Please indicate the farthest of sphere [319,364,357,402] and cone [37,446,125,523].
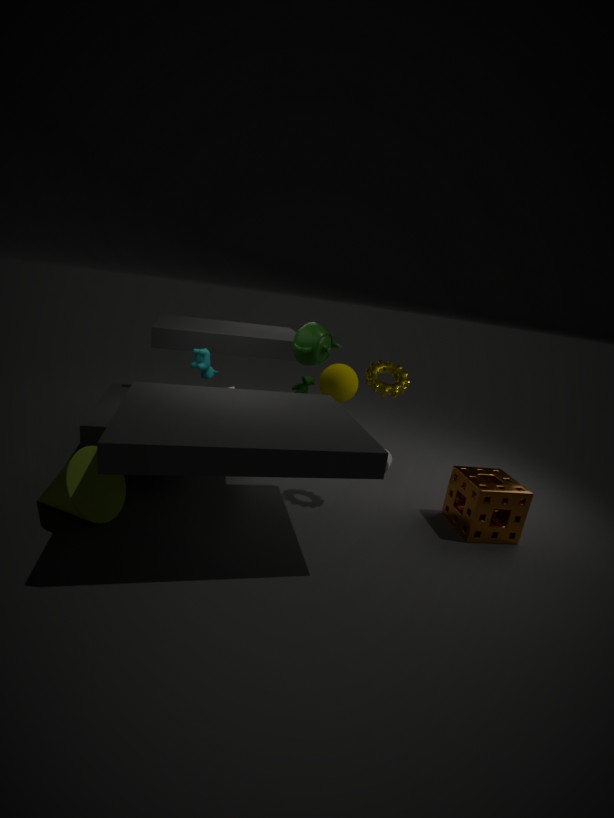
sphere [319,364,357,402]
